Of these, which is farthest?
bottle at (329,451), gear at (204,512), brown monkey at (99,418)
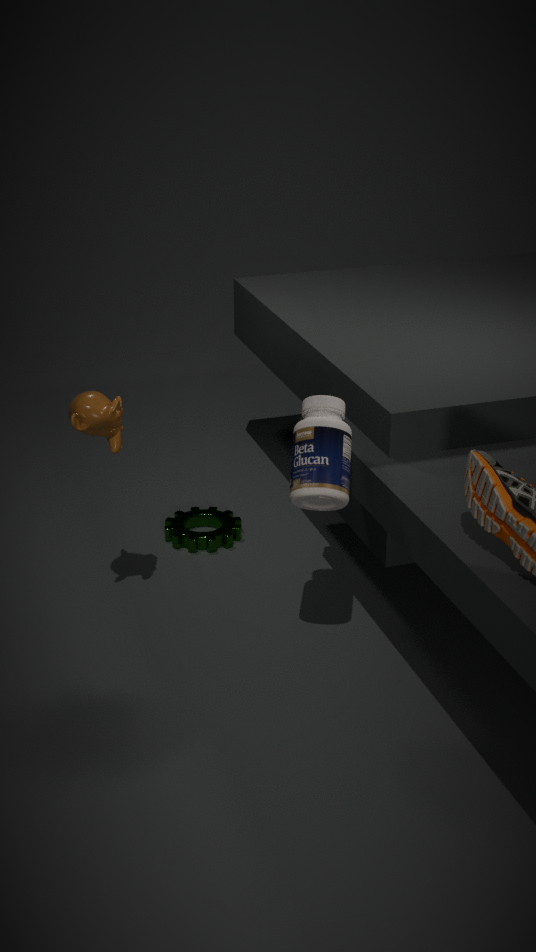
gear at (204,512)
